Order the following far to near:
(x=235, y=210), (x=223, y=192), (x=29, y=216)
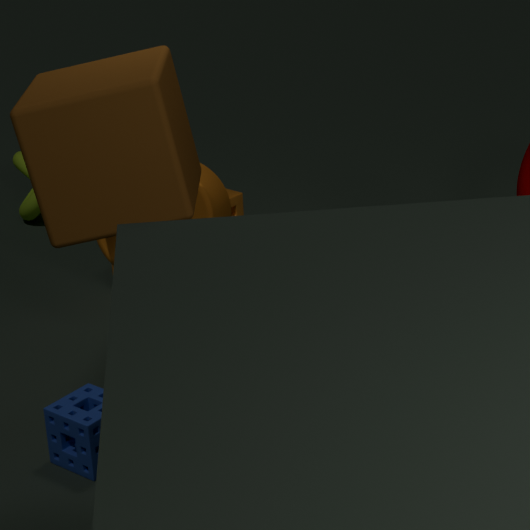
(x=29, y=216) < (x=235, y=210) < (x=223, y=192)
